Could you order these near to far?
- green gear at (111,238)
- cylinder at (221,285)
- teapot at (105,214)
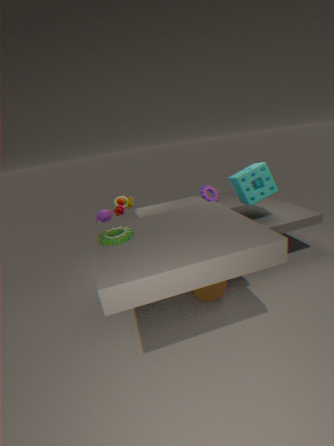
green gear at (111,238) → cylinder at (221,285) → teapot at (105,214)
